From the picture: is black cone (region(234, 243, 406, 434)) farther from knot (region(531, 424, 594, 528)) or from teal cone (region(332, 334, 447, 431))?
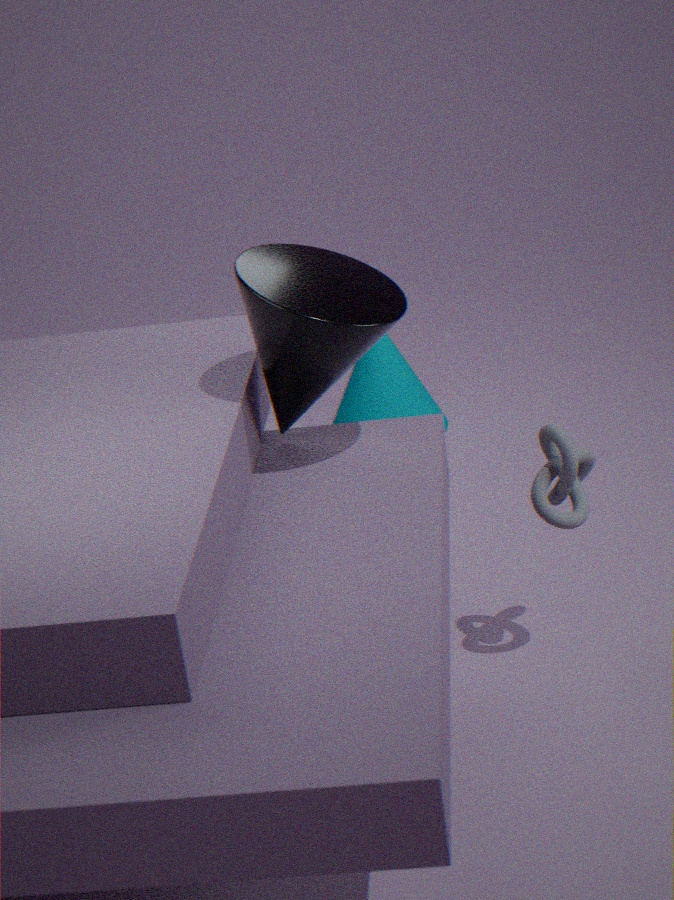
teal cone (region(332, 334, 447, 431))
